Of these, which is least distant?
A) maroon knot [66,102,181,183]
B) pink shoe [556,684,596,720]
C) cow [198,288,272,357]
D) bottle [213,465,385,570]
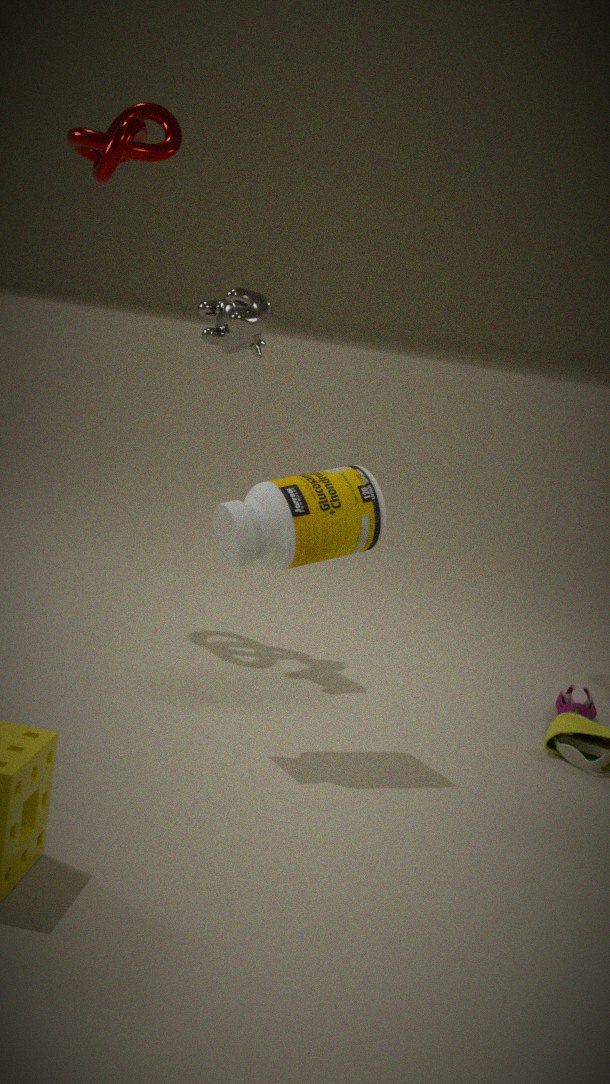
bottle [213,465,385,570]
